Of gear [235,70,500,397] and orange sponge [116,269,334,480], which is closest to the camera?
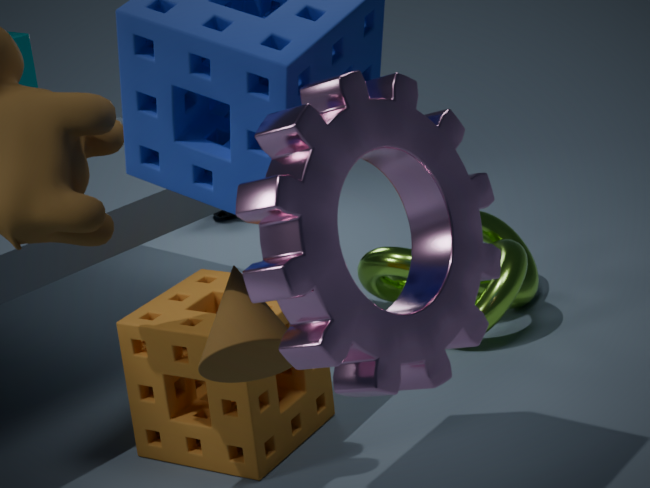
gear [235,70,500,397]
